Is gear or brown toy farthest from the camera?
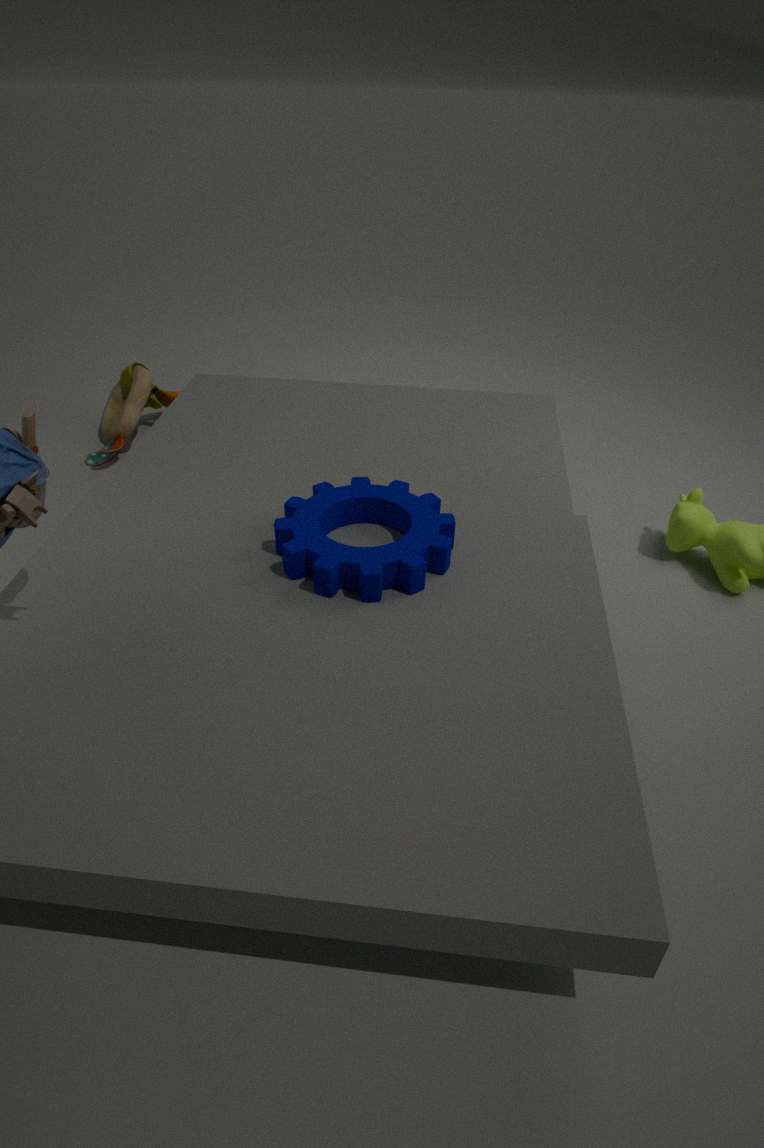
brown toy
